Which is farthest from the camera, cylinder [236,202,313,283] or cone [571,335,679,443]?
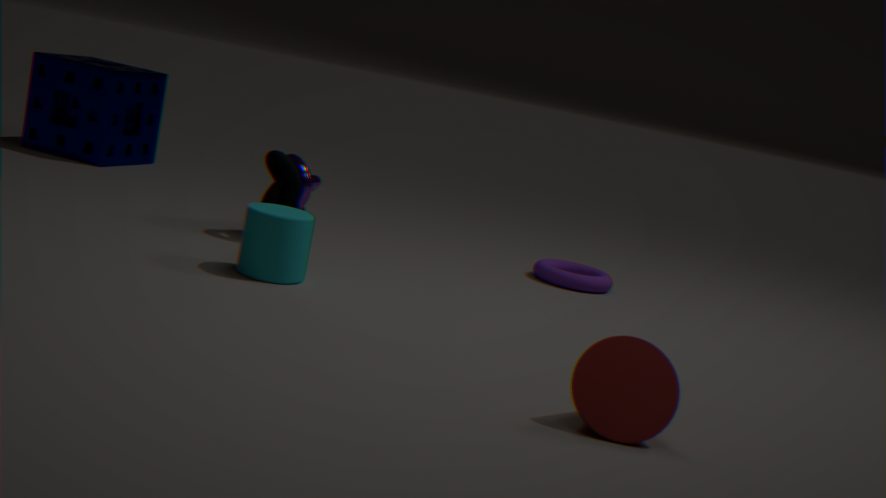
cylinder [236,202,313,283]
